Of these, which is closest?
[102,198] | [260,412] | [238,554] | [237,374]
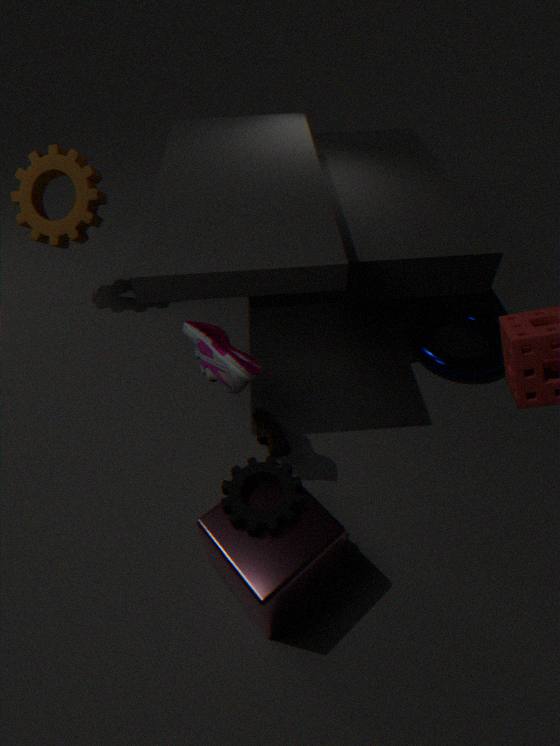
[238,554]
